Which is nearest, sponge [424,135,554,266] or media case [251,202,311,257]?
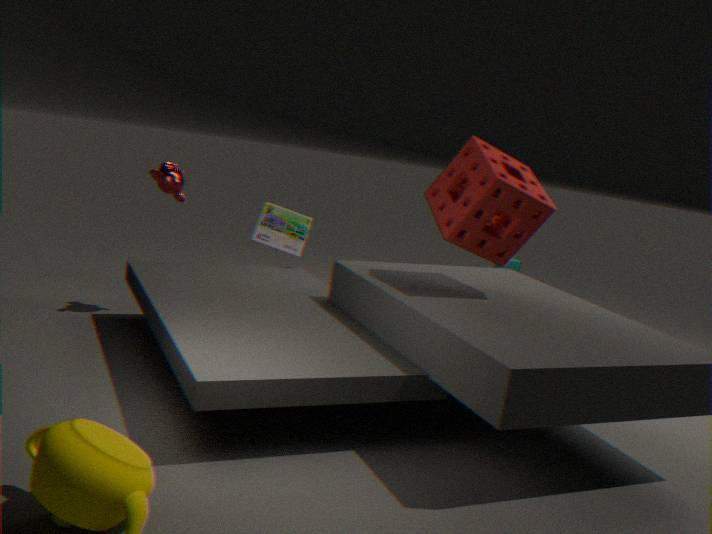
sponge [424,135,554,266]
